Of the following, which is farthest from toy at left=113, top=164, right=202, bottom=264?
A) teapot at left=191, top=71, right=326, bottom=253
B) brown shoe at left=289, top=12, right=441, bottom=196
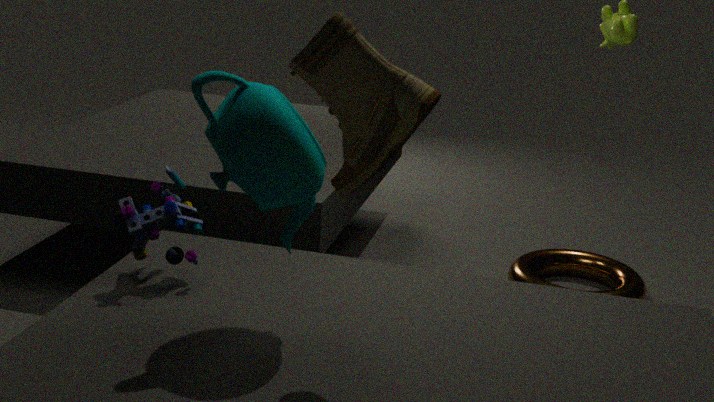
brown shoe at left=289, top=12, right=441, bottom=196
